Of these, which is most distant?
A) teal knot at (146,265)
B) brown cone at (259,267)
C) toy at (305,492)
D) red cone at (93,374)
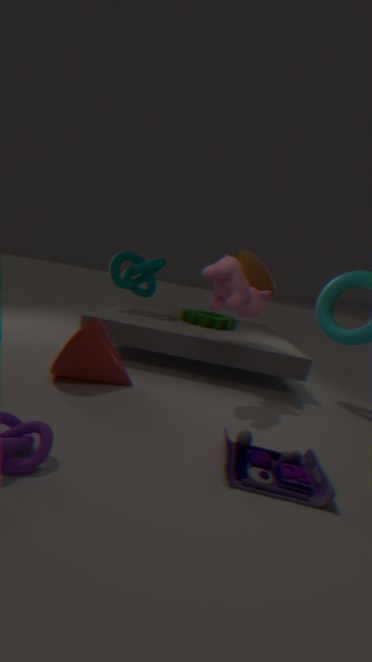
teal knot at (146,265)
